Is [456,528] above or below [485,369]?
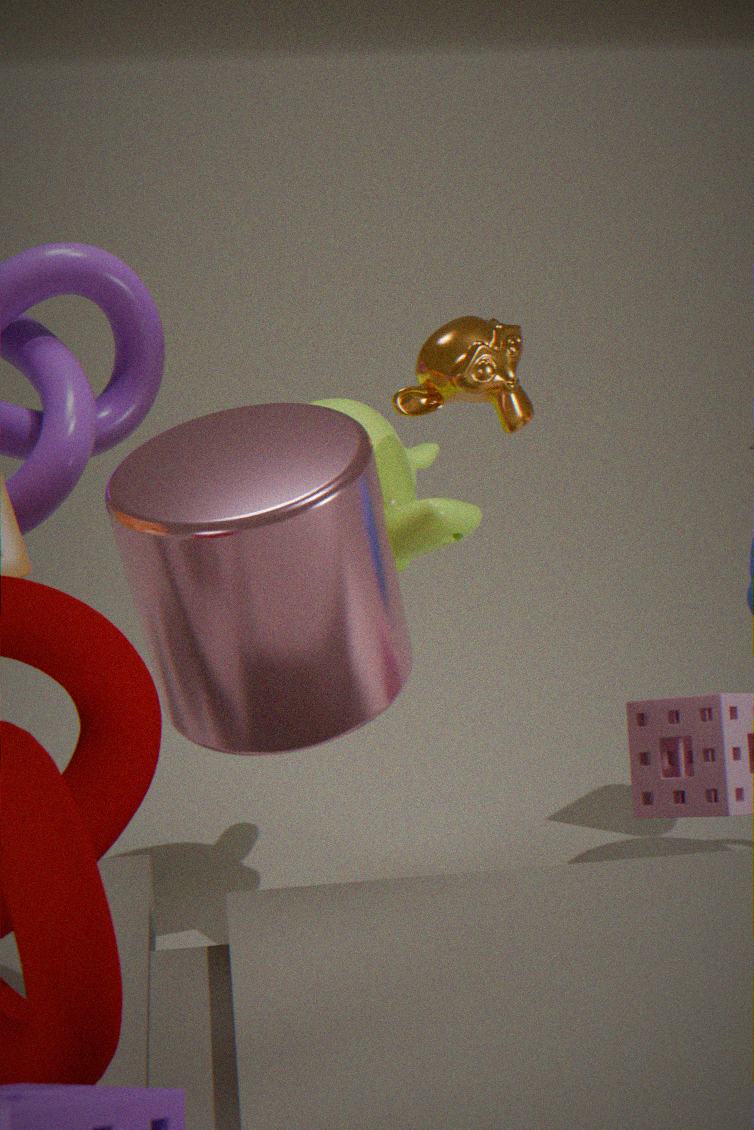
below
